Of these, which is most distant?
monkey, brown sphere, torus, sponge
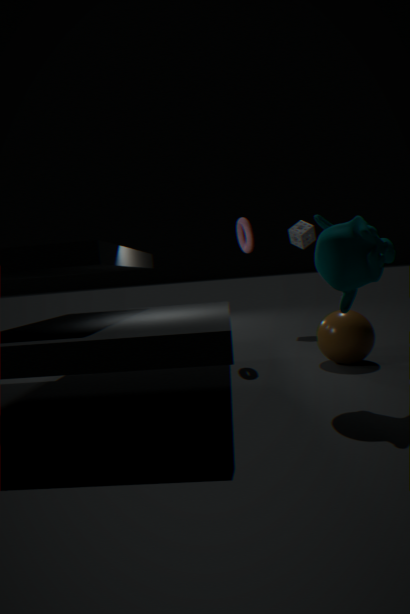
sponge
